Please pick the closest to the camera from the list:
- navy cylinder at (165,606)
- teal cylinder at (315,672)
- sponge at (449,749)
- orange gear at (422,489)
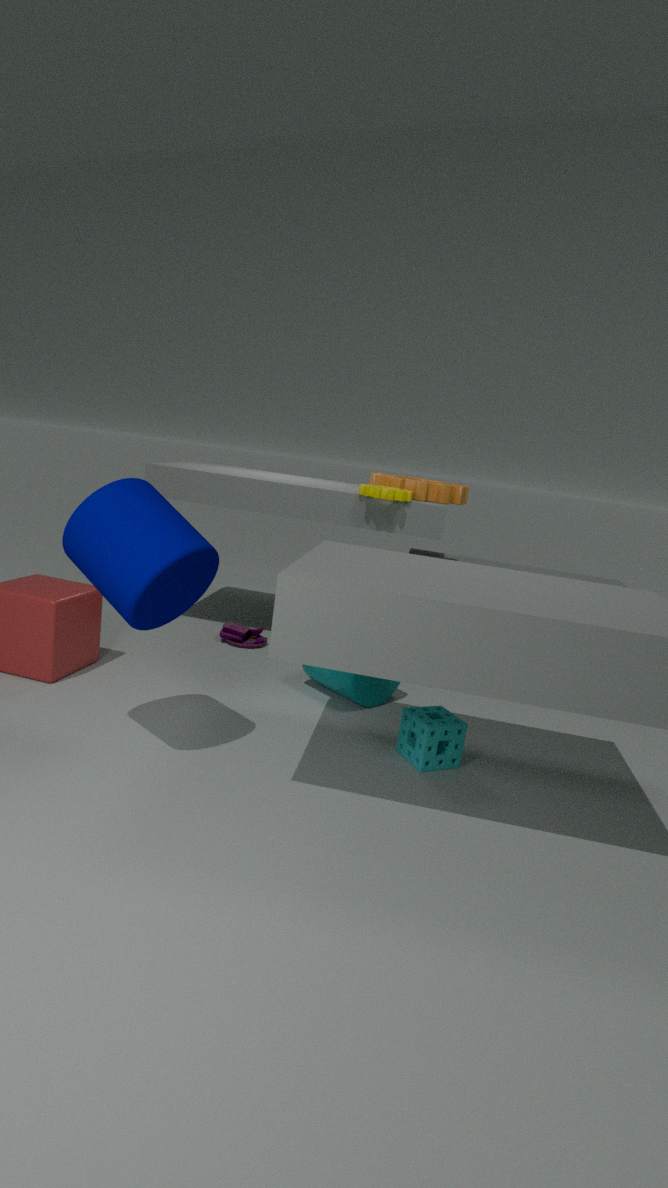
navy cylinder at (165,606)
